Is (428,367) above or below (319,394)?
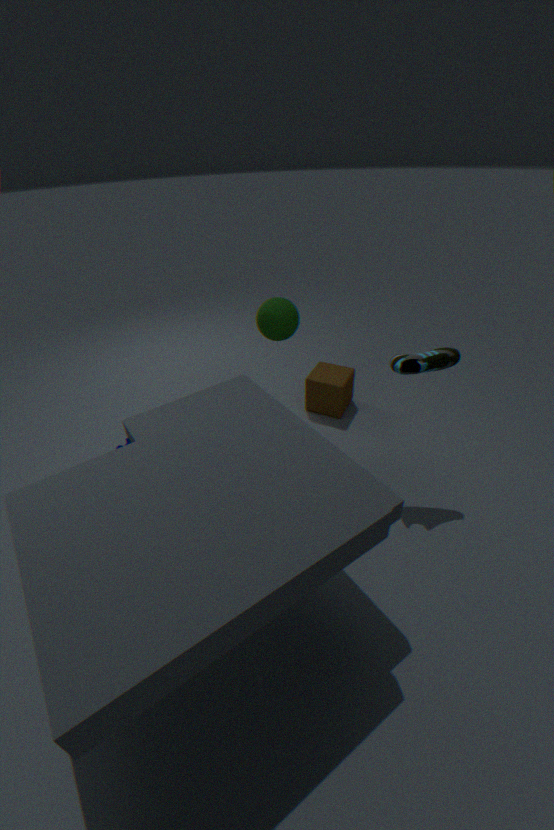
above
